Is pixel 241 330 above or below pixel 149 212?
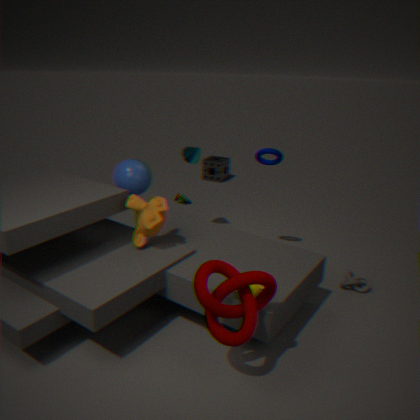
below
